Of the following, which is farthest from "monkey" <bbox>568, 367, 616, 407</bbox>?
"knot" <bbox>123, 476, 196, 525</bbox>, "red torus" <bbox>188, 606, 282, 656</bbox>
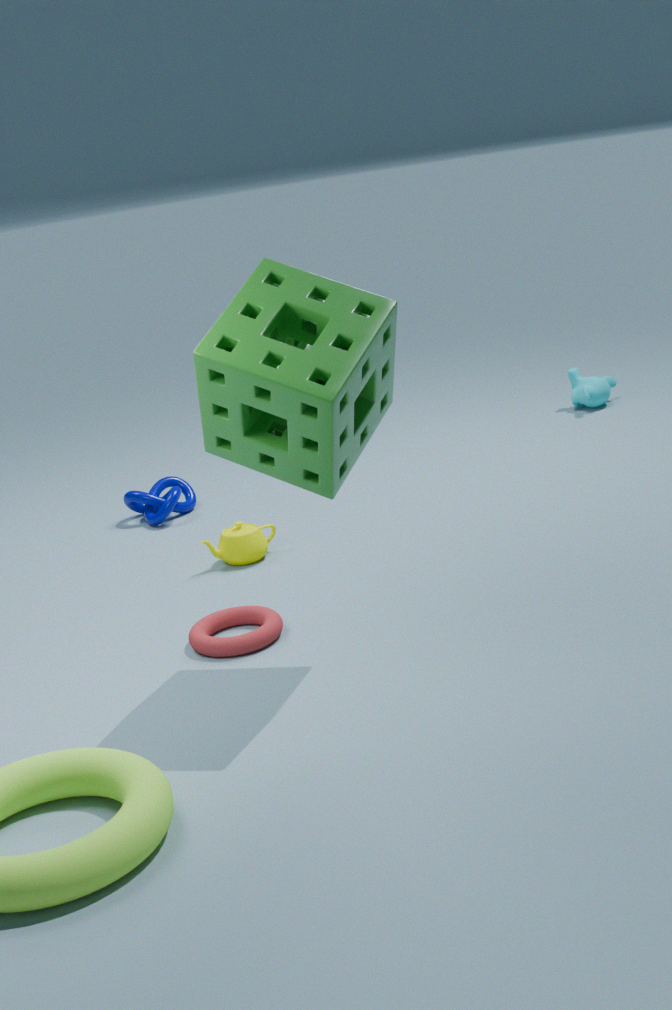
"red torus" <bbox>188, 606, 282, 656</bbox>
